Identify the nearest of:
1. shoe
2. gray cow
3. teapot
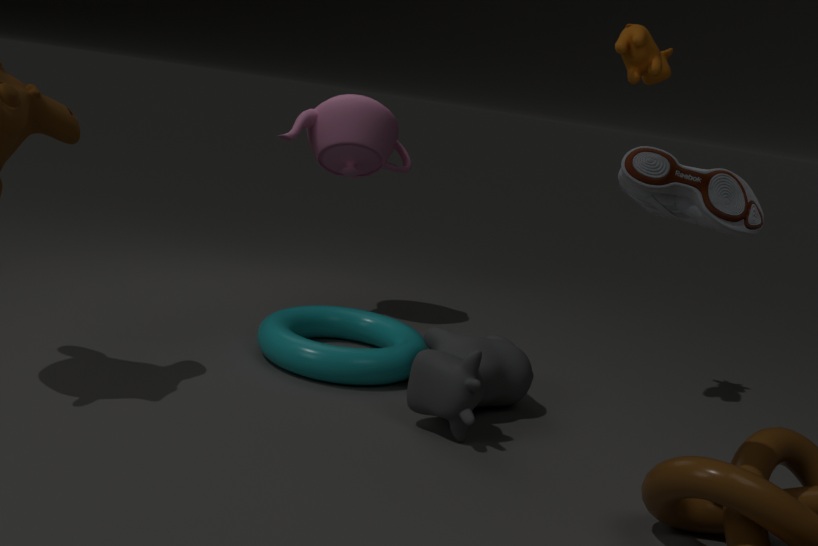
shoe
